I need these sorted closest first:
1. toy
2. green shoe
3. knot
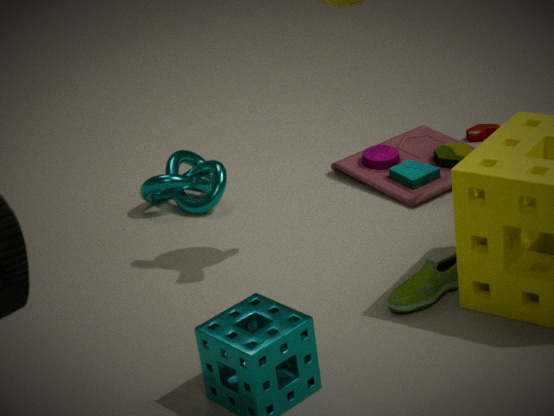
green shoe, toy, knot
